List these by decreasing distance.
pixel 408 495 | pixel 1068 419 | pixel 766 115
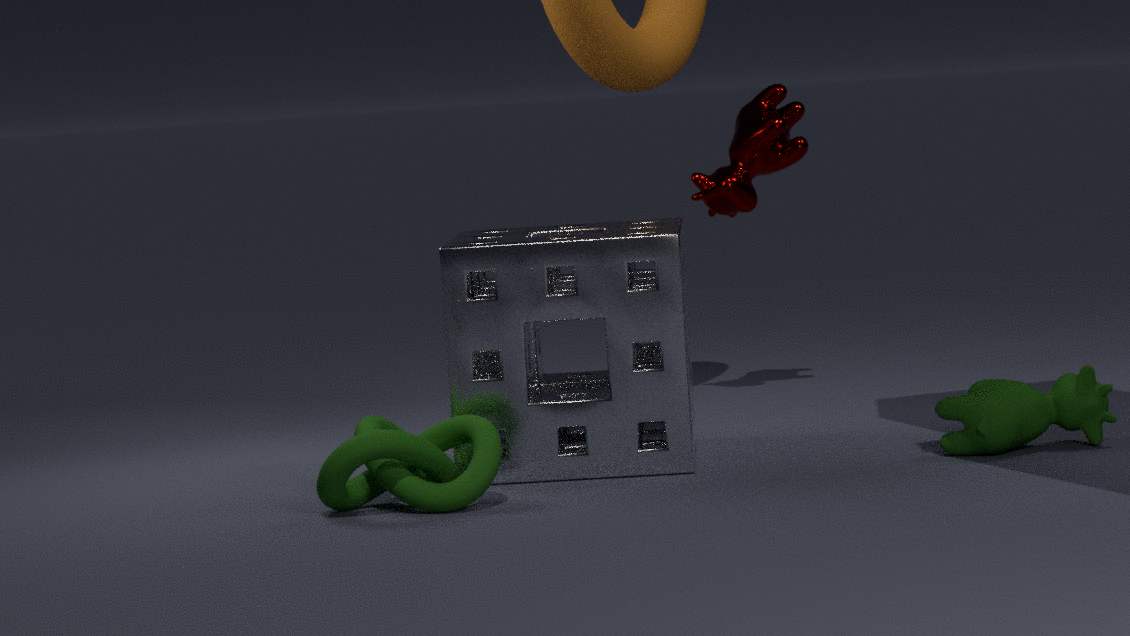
1. pixel 766 115
2. pixel 1068 419
3. pixel 408 495
